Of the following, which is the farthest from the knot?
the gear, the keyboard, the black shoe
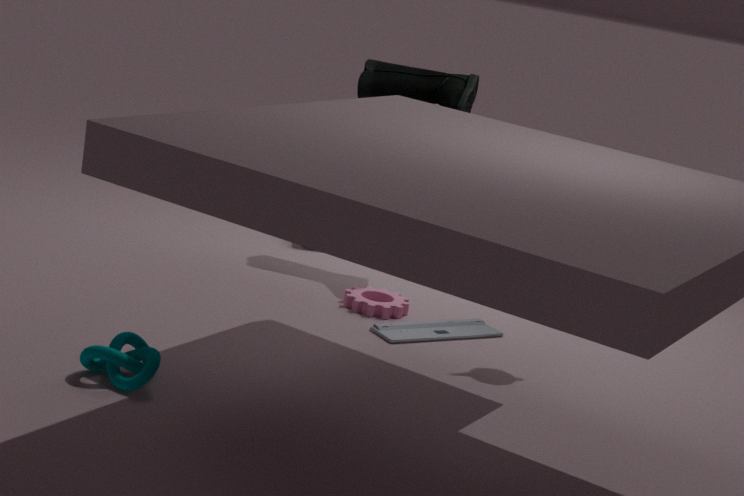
the black shoe
